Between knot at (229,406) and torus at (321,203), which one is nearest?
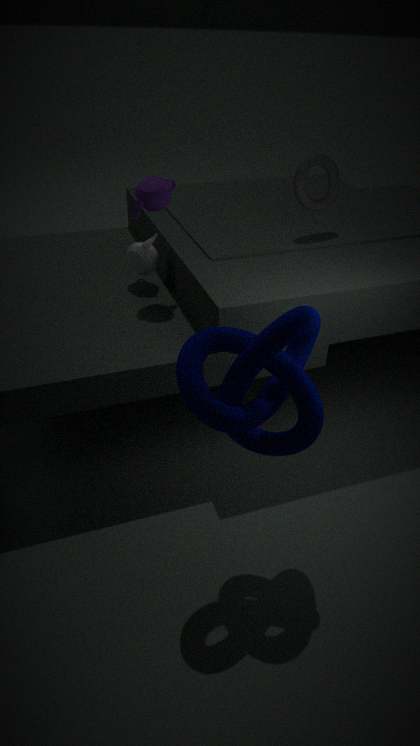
knot at (229,406)
